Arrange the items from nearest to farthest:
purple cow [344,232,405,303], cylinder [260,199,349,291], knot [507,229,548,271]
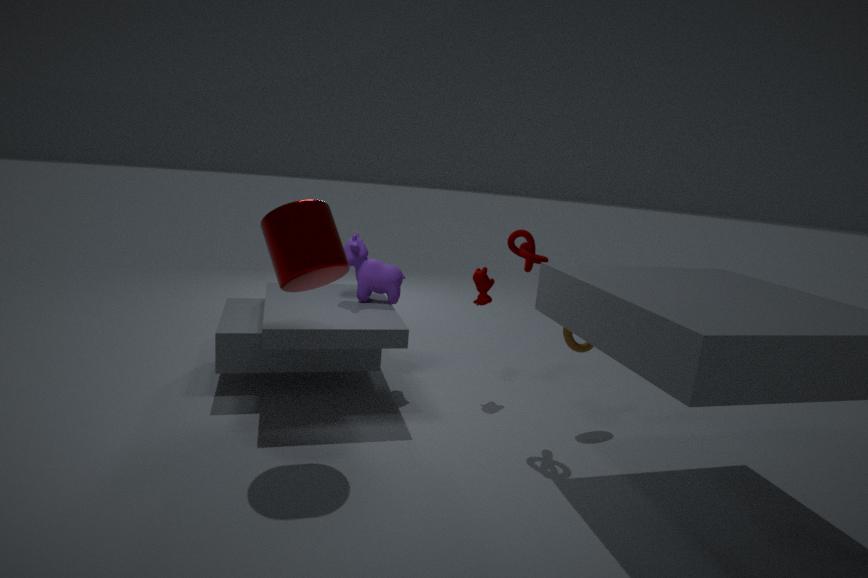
cylinder [260,199,349,291]
knot [507,229,548,271]
purple cow [344,232,405,303]
